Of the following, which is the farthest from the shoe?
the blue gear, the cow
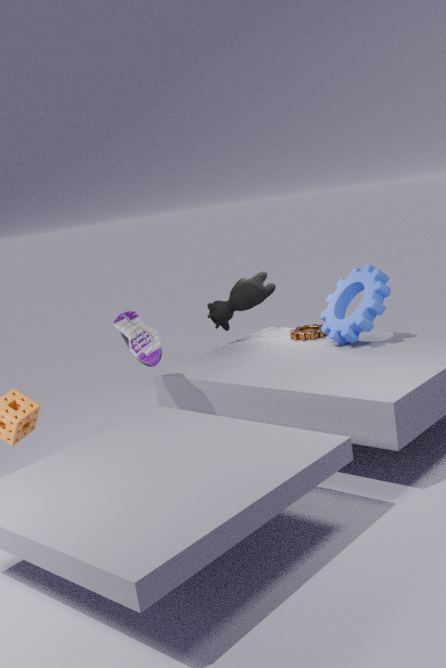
the blue gear
